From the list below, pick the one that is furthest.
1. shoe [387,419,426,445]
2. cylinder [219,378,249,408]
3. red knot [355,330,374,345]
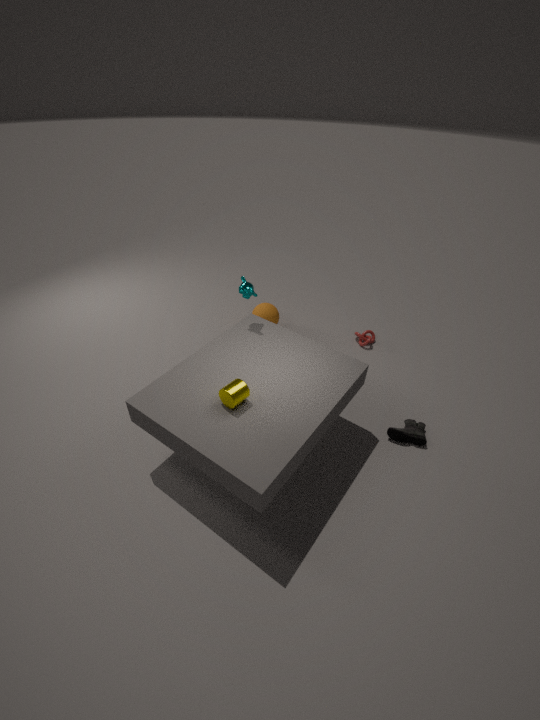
red knot [355,330,374,345]
